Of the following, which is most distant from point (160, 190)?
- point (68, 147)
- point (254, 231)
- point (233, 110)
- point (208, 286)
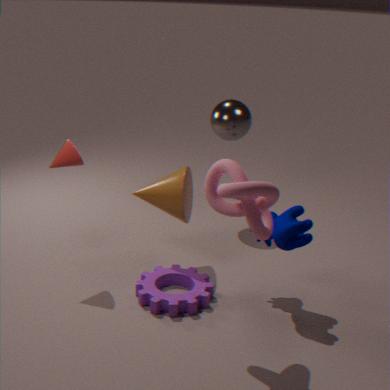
point (254, 231)
